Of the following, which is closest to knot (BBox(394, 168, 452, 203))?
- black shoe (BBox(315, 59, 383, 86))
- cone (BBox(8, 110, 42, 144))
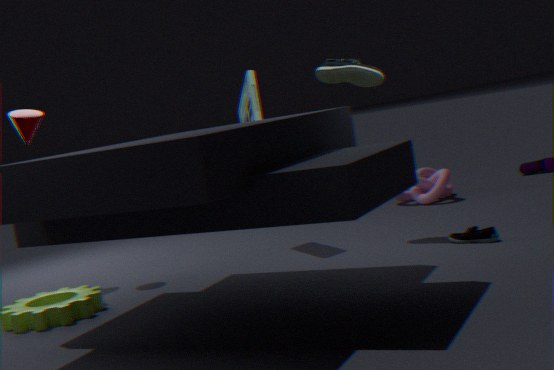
black shoe (BBox(315, 59, 383, 86))
